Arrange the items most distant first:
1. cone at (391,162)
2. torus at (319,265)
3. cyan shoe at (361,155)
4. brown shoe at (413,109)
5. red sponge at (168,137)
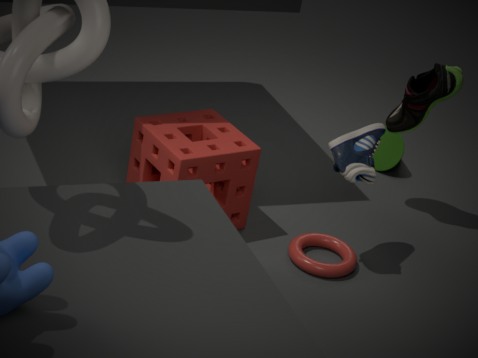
cone at (391,162) → brown shoe at (413,109) → torus at (319,265) → red sponge at (168,137) → cyan shoe at (361,155)
